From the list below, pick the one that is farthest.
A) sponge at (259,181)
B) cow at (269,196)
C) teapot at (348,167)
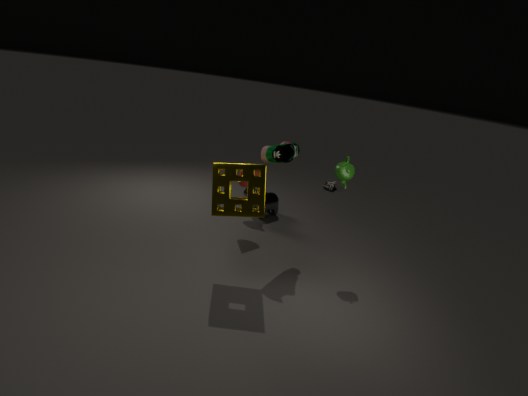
cow at (269,196)
